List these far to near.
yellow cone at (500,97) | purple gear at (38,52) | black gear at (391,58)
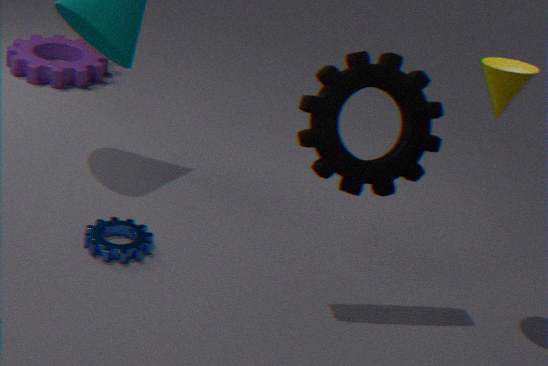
purple gear at (38,52)
yellow cone at (500,97)
black gear at (391,58)
